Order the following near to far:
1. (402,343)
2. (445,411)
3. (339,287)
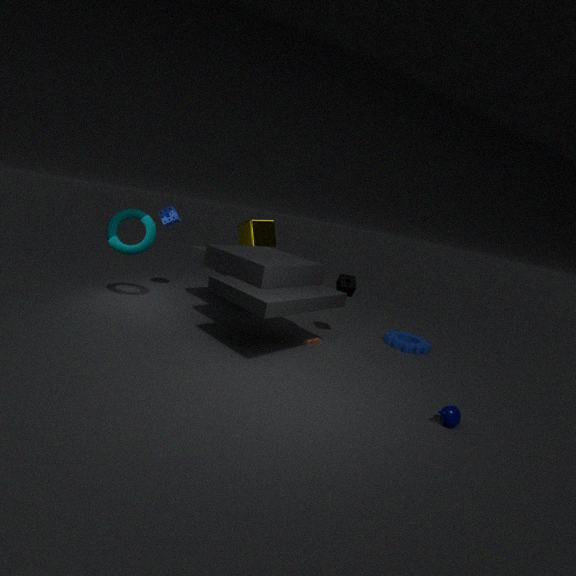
(445,411) < (339,287) < (402,343)
